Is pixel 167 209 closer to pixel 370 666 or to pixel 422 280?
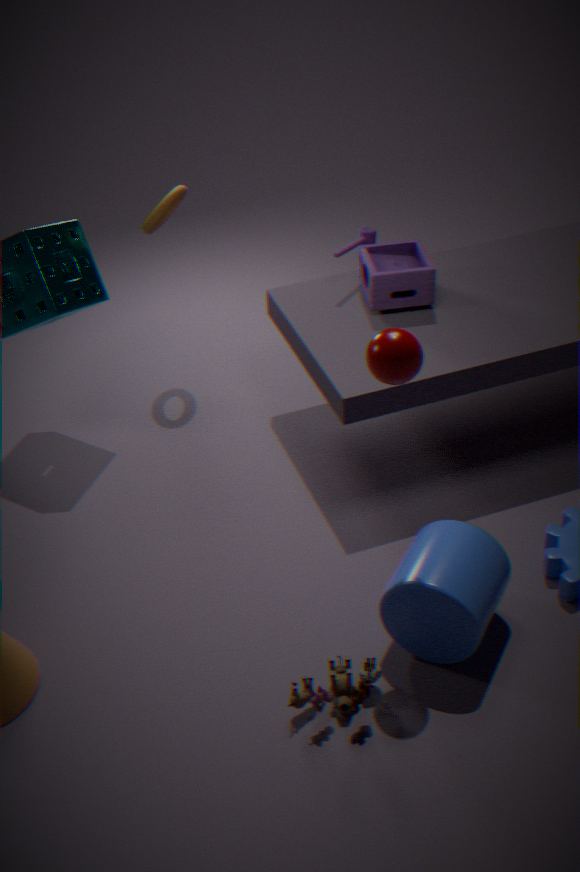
pixel 422 280
